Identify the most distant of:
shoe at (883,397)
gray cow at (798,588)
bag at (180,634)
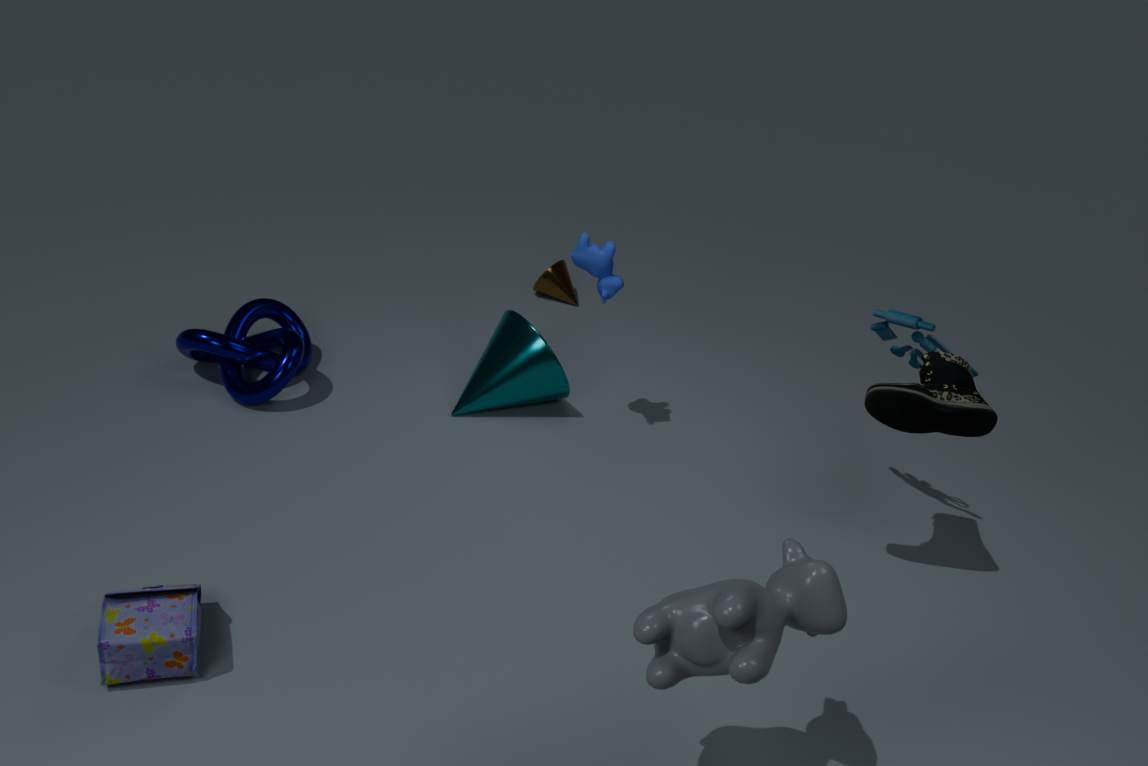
shoe at (883,397)
